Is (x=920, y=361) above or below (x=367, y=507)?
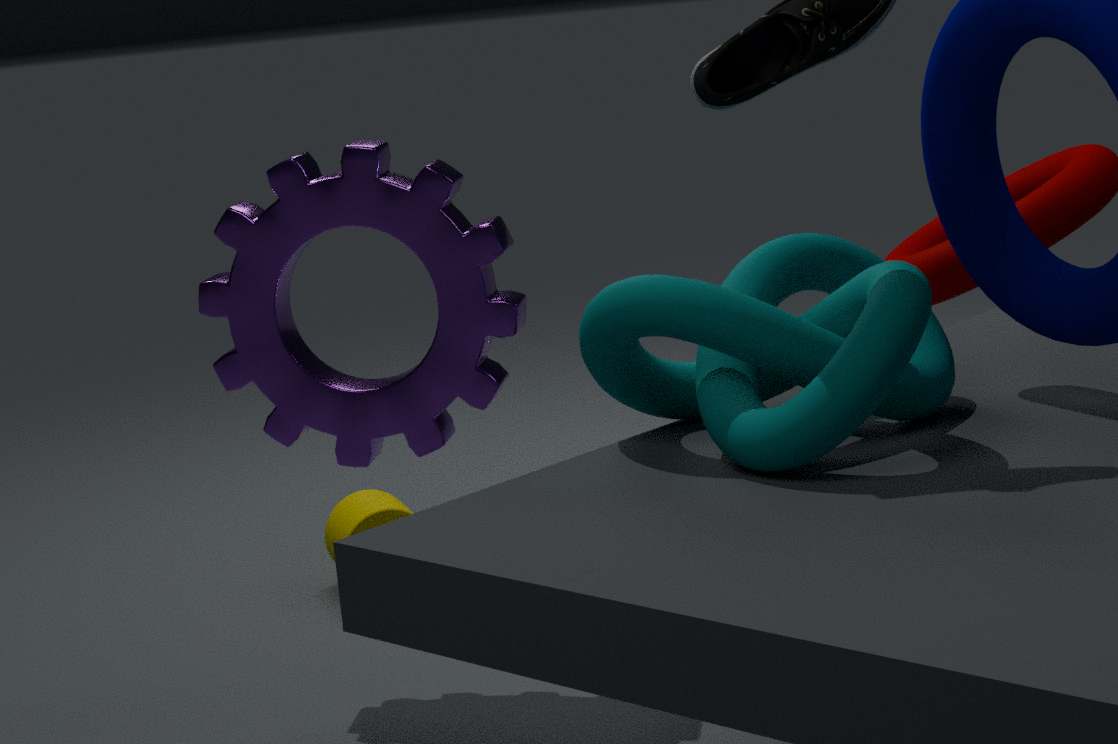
above
